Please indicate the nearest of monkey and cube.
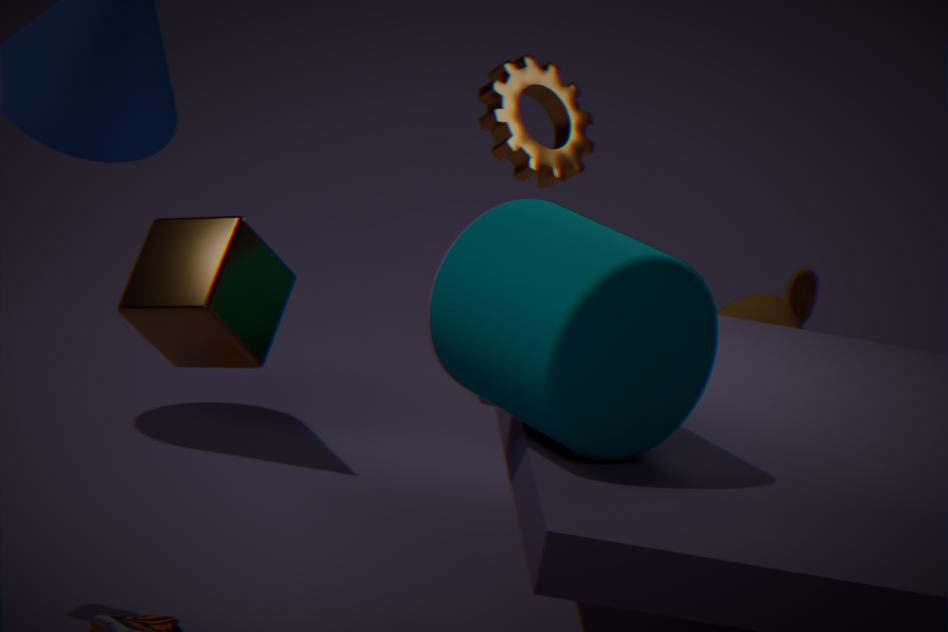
cube
